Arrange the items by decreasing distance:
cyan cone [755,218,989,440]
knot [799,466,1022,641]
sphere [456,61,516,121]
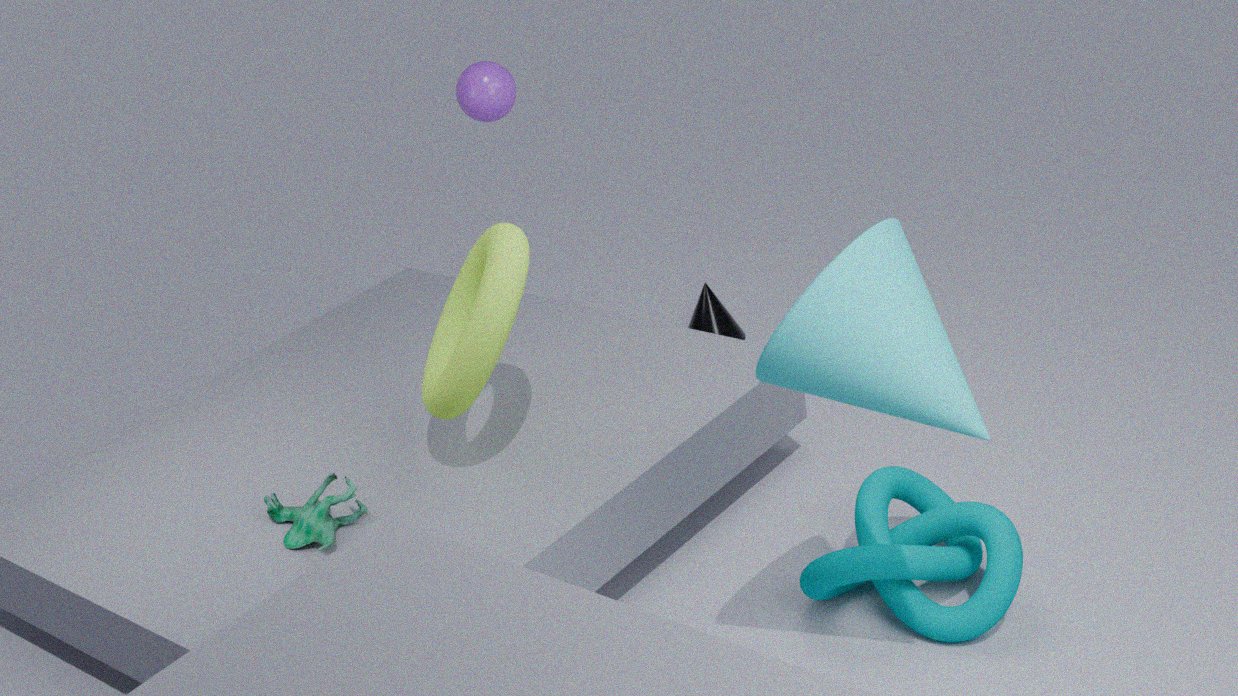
1. sphere [456,61,516,121]
2. knot [799,466,1022,641]
3. cyan cone [755,218,989,440]
